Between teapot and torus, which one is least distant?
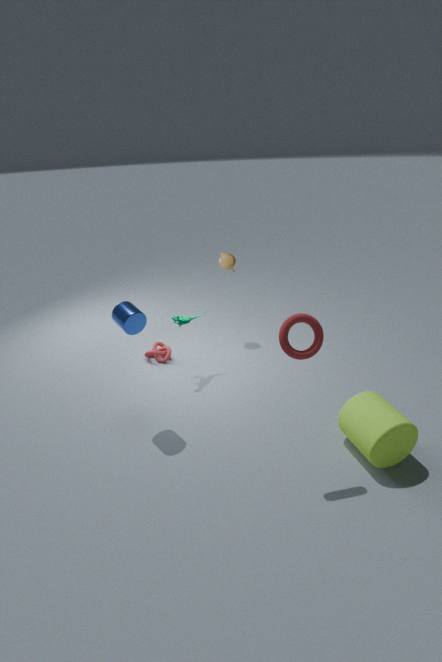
torus
